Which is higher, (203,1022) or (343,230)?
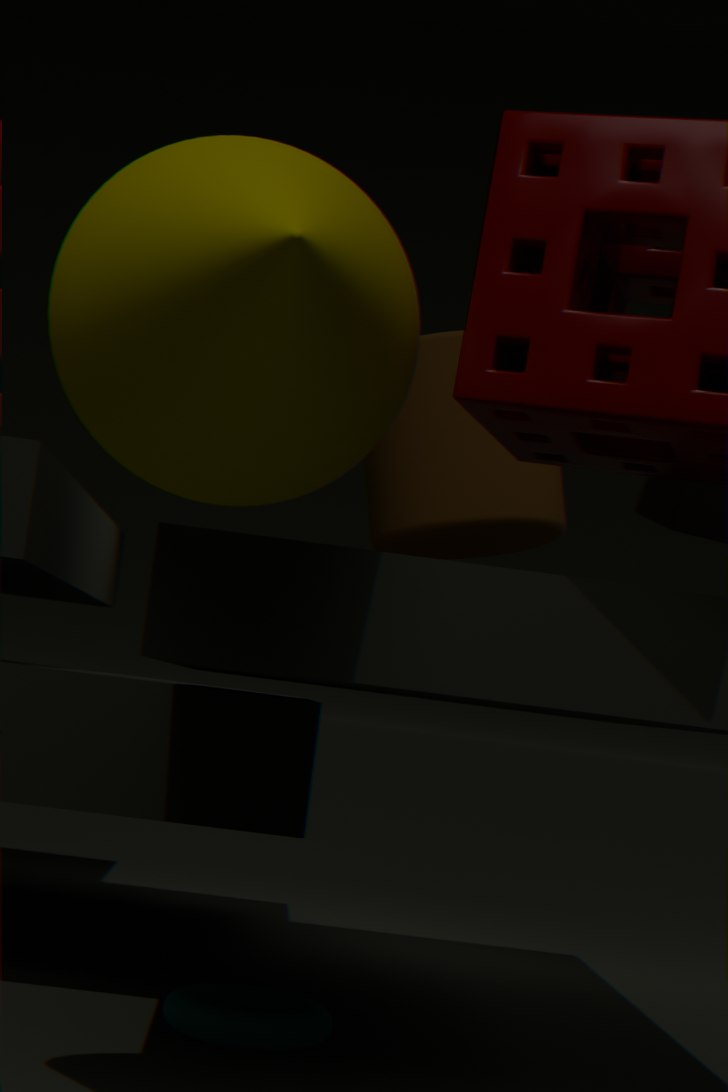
(343,230)
